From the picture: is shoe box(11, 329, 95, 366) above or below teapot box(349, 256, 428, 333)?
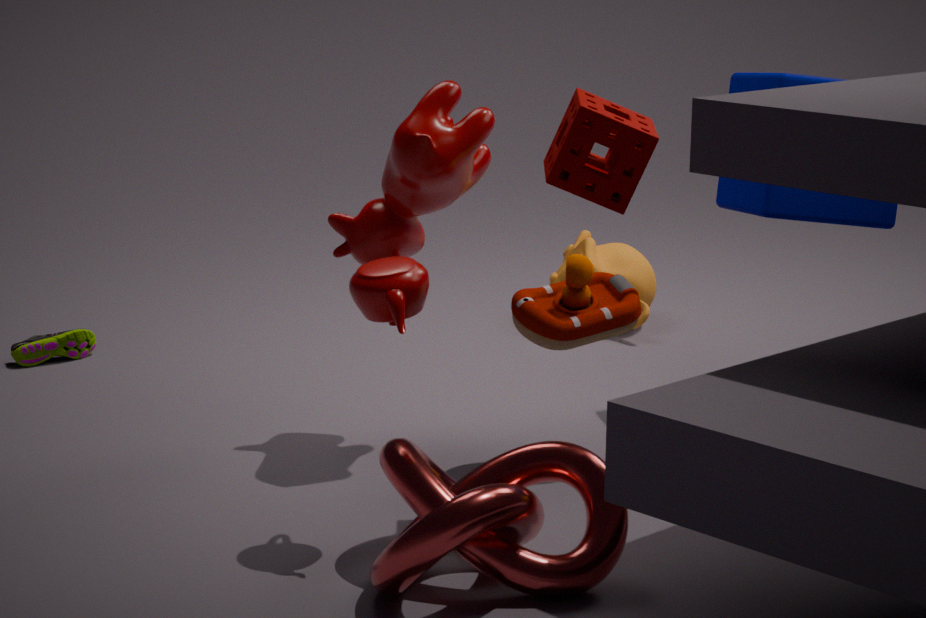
below
